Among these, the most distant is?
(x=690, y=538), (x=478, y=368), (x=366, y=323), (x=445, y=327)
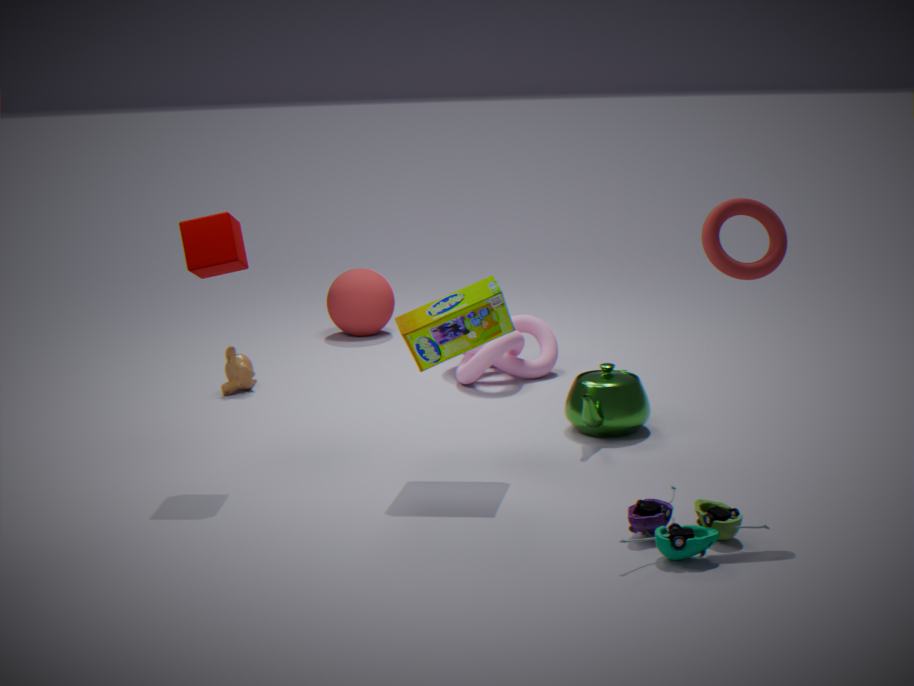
(x=366, y=323)
